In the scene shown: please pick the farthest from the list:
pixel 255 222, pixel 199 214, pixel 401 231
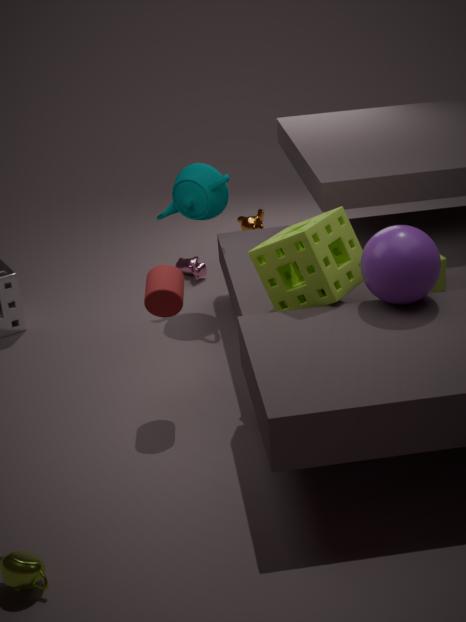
pixel 255 222
